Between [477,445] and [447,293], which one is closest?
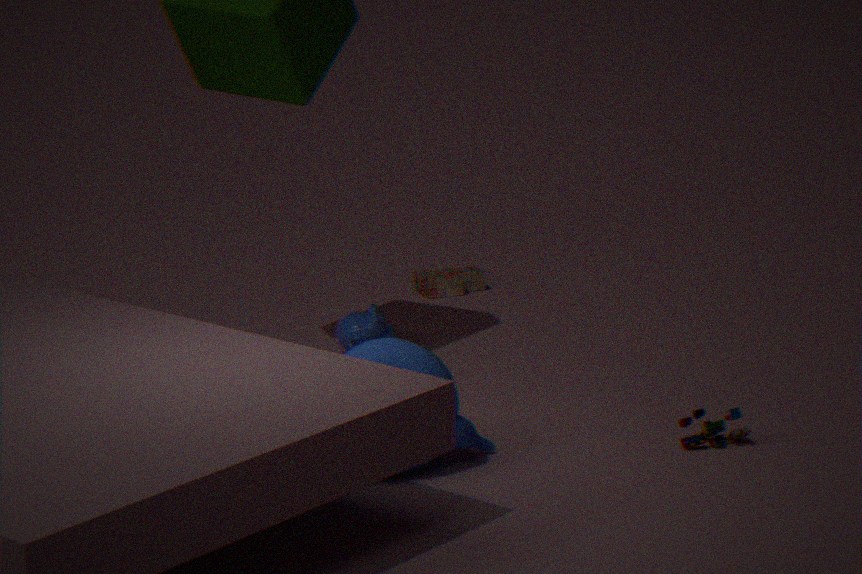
[477,445]
